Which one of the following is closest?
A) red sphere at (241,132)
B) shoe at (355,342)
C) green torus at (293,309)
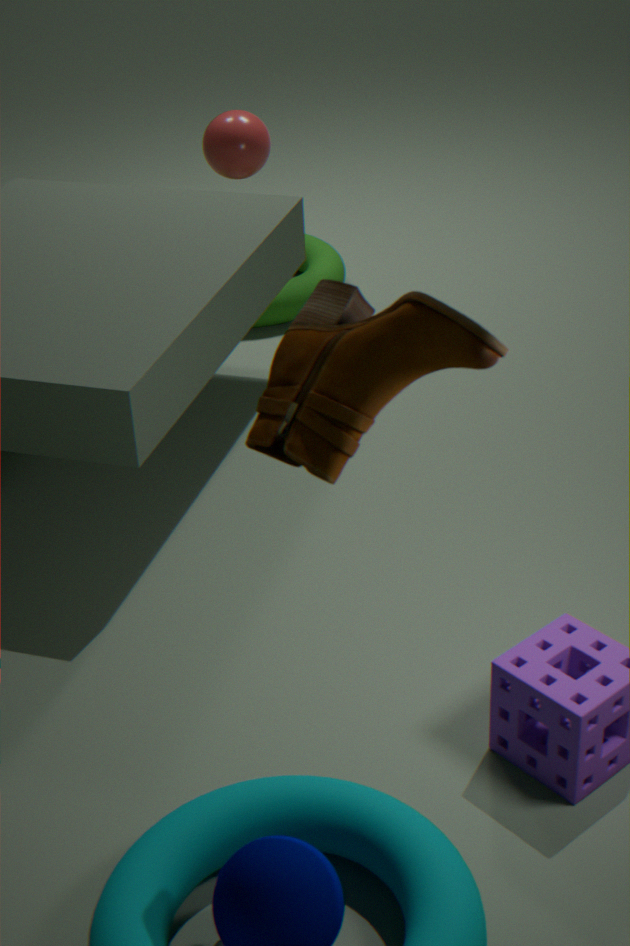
shoe at (355,342)
